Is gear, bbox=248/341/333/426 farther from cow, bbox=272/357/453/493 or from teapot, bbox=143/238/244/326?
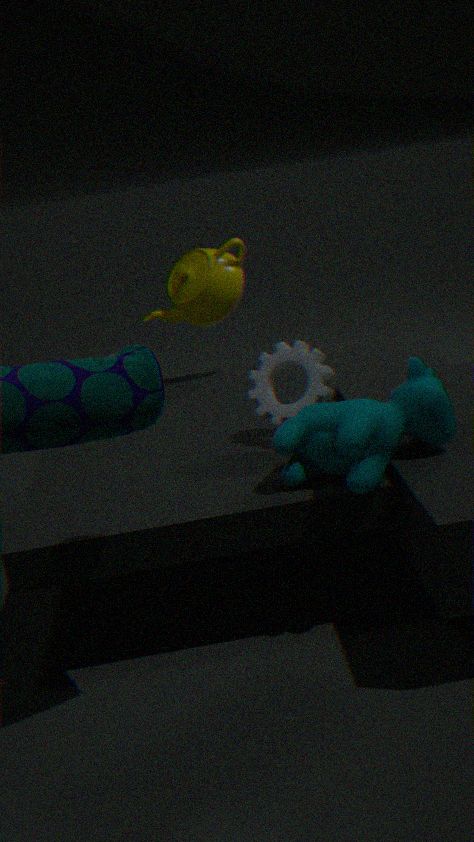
teapot, bbox=143/238/244/326
